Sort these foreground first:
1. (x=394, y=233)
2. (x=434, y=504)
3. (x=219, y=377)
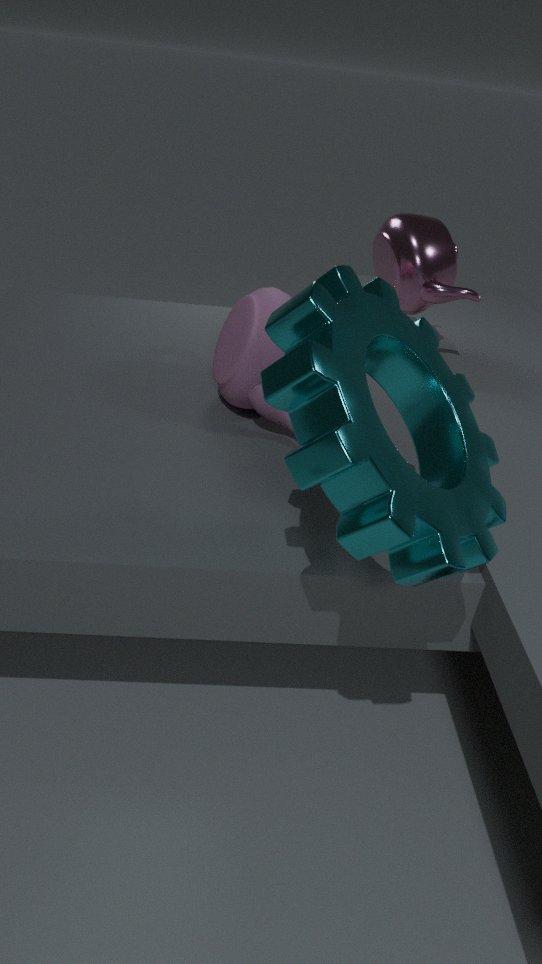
(x=434, y=504)
(x=219, y=377)
(x=394, y=233)
